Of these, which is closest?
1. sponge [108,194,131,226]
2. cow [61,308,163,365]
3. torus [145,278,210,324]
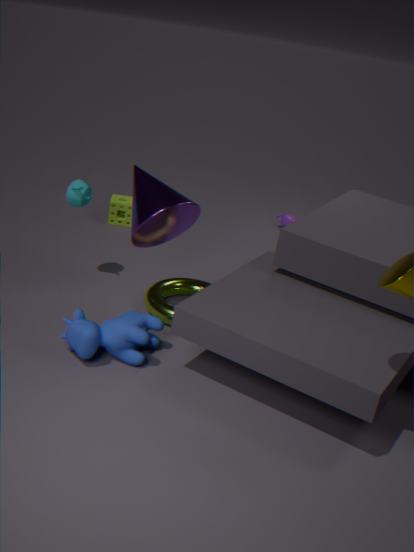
cow [61,308,163,365]
